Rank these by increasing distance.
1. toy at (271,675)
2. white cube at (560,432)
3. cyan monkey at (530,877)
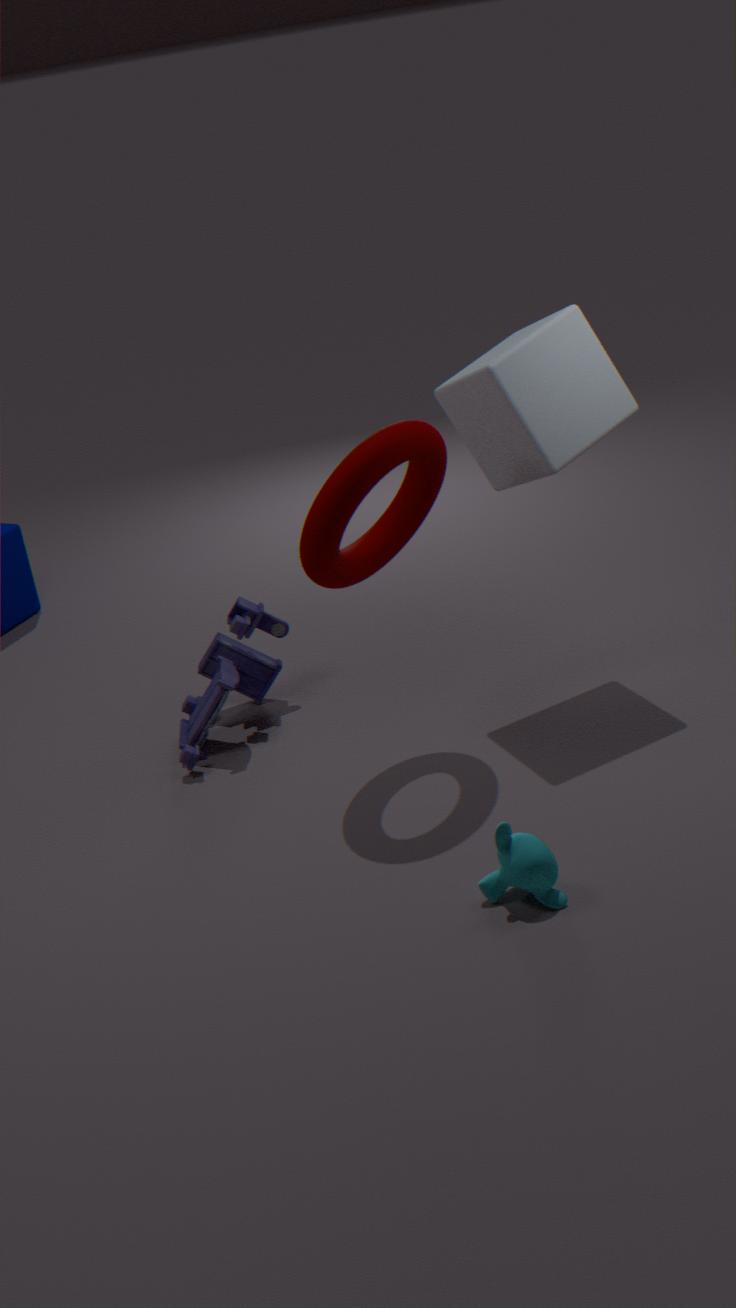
cyan monkey at (530,877) < white cube at (560,432) < toy at (271,675)
